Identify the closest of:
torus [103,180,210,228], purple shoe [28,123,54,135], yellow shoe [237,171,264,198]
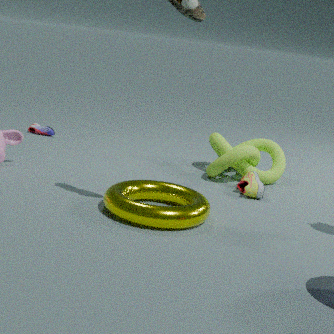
torus [103,180,210,228]
